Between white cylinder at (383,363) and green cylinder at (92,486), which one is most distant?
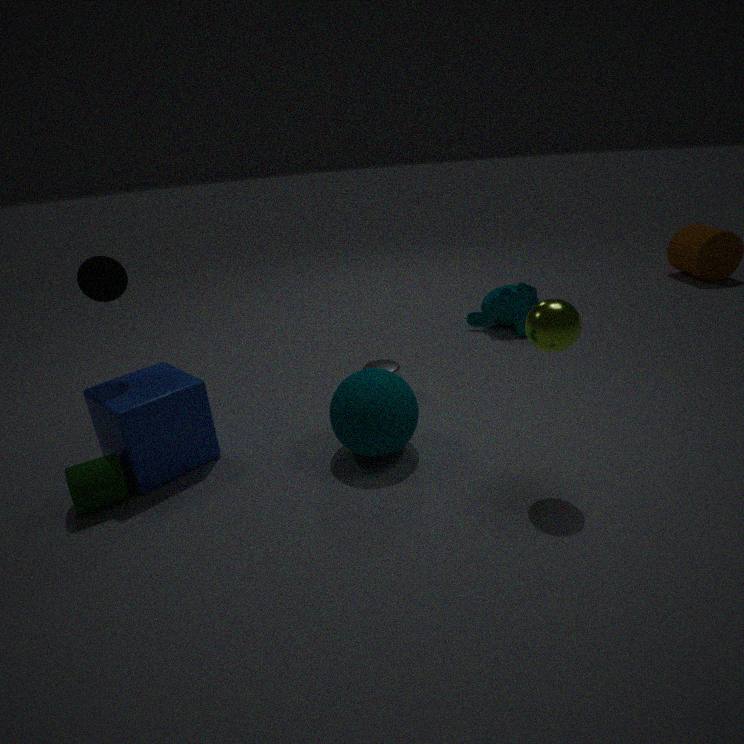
white cylinder at (383,363)
